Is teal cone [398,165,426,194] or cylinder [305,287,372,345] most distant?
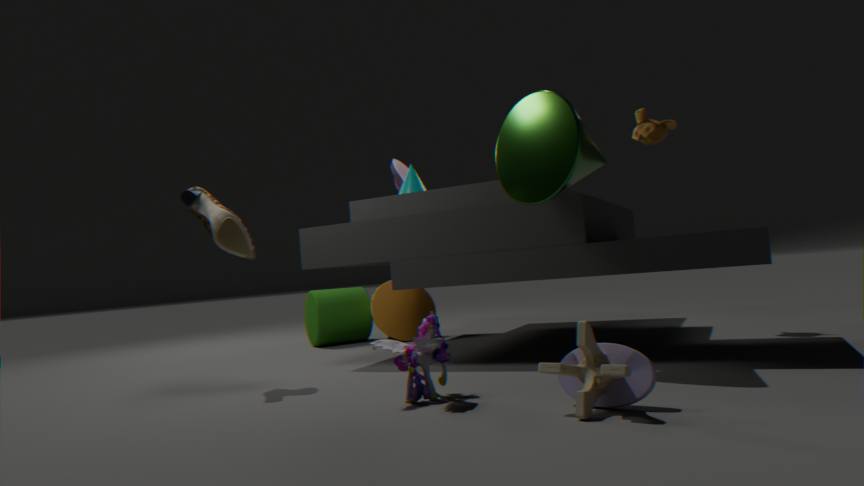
cylinder [305,287,372,345]
